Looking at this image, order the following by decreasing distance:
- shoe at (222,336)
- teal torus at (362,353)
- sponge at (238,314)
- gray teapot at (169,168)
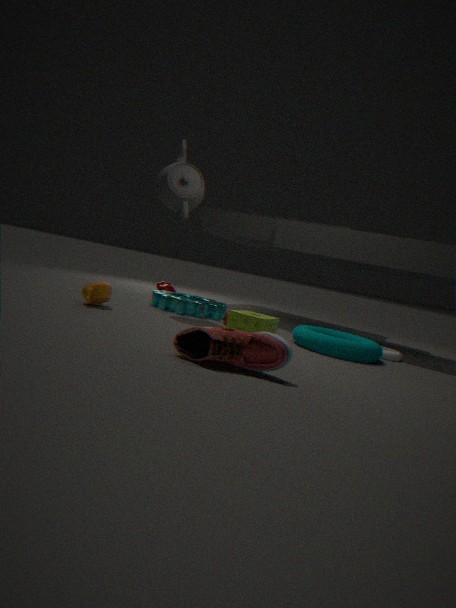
gray teapot at (169,168) < teal torus at (362,353) < sponge at (238,314) < shoe at (222,336)
